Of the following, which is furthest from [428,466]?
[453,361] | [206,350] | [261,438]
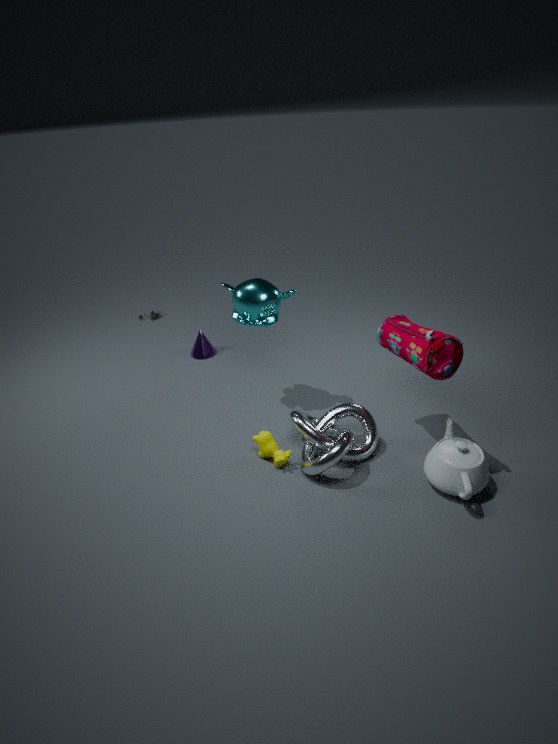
[206,350]
